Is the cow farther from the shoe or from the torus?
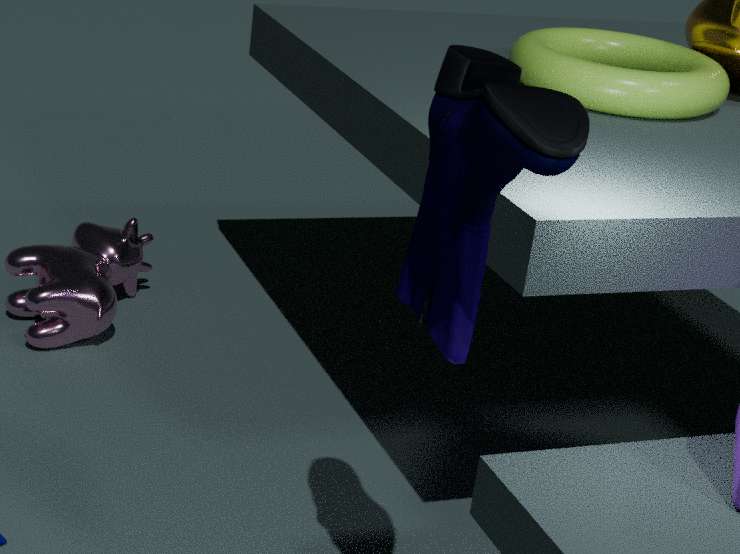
the shoe
